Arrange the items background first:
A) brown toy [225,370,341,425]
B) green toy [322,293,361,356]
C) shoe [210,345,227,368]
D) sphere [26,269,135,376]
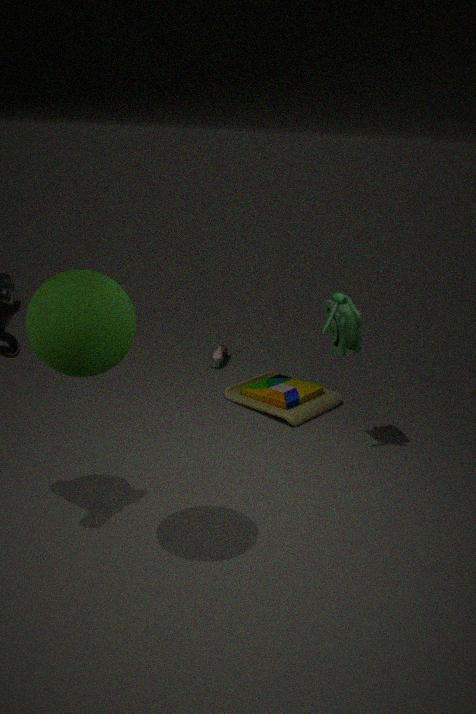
1. shoe [210,345,227,368]
2. brown toy [225,370,341,425]
3. green toy [322,293,361,356]
4. sphere [26,269,135,376]
